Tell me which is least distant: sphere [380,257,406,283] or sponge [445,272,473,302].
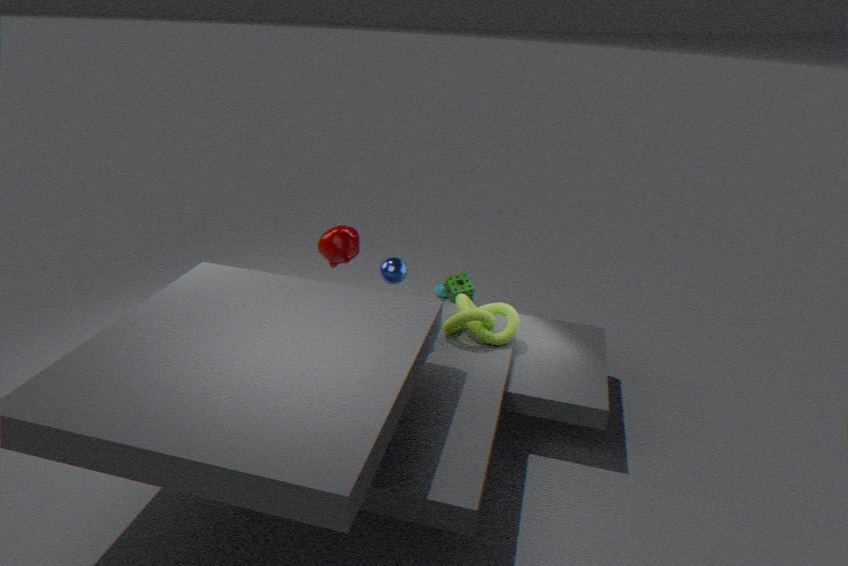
sphere [380,257,406,283]
